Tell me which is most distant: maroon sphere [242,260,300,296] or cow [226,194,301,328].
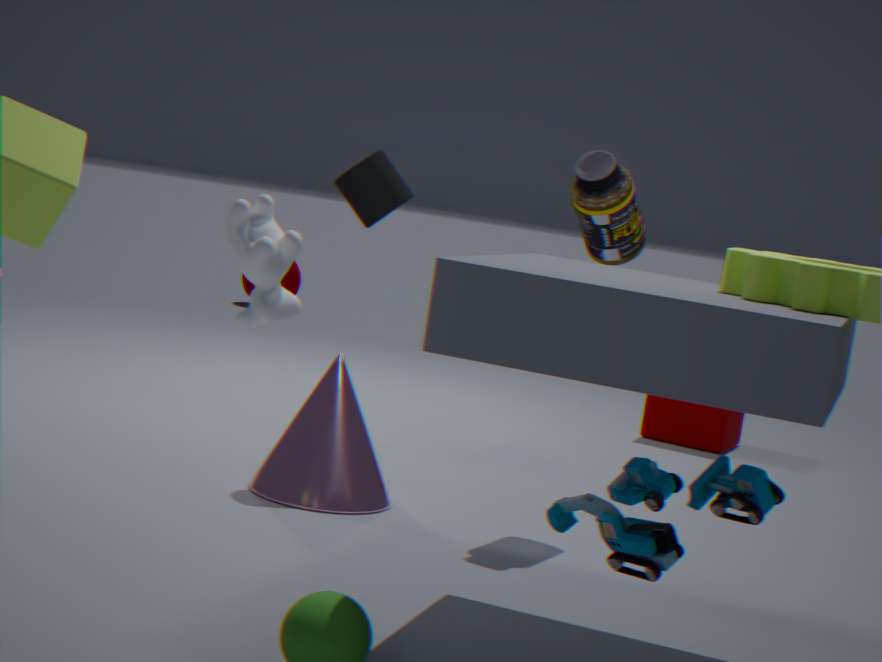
maroon sphere [242,260,300,296]
